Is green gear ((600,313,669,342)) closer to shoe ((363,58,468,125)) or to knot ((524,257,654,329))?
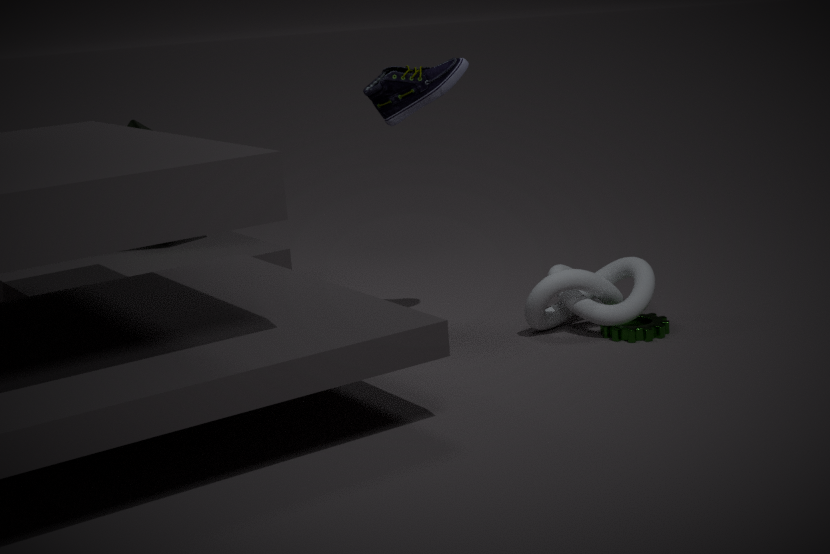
knot ((524,257,654,329))
